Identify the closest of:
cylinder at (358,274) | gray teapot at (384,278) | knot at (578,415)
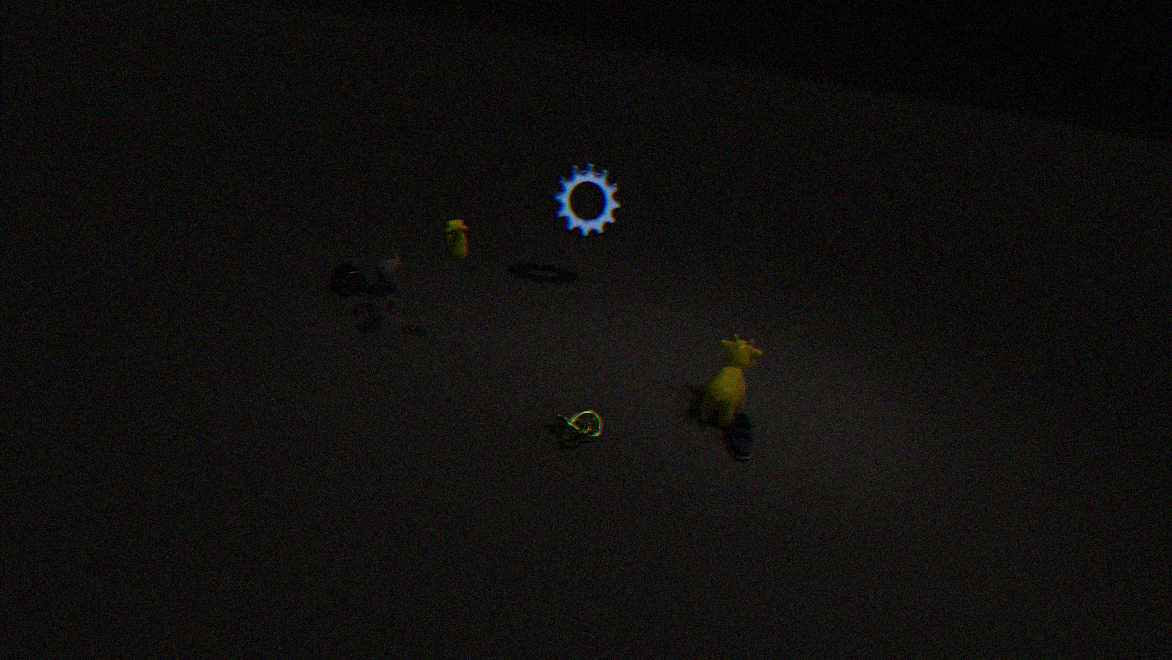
knot at (578,415)
